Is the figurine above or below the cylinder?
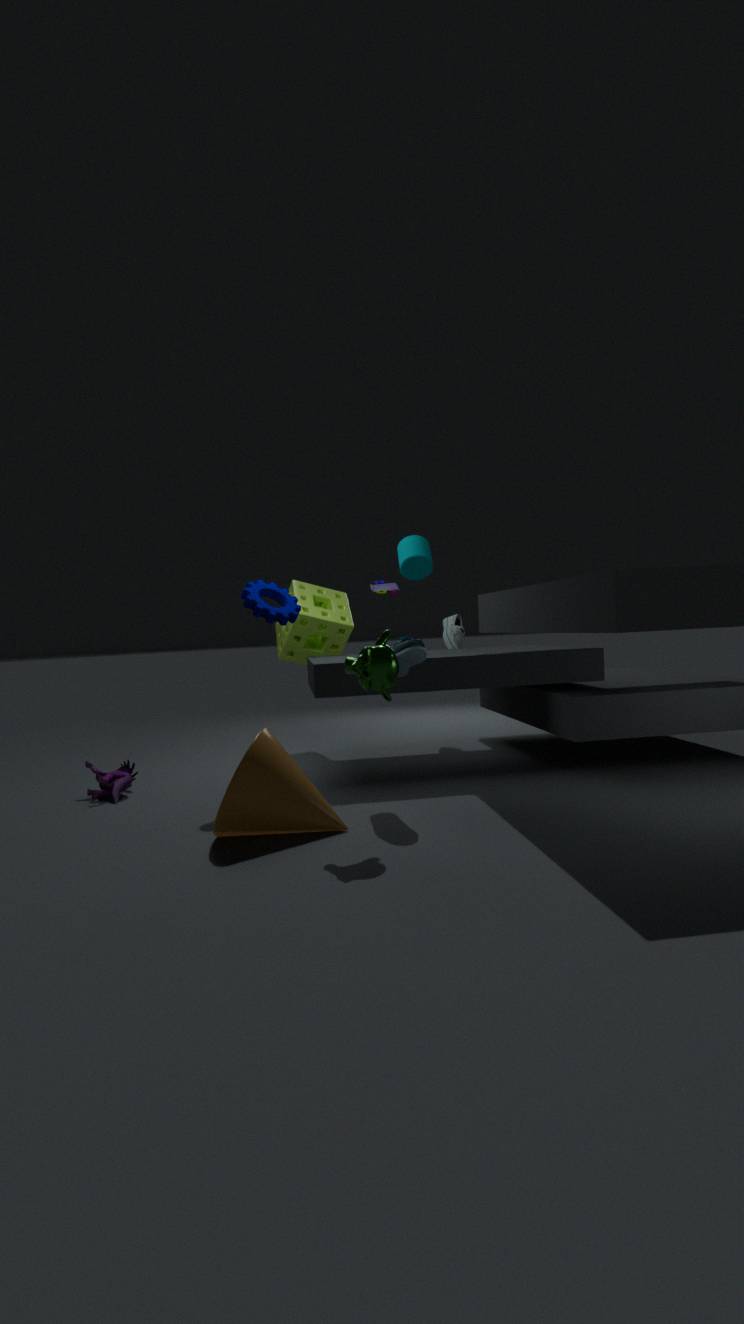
below
